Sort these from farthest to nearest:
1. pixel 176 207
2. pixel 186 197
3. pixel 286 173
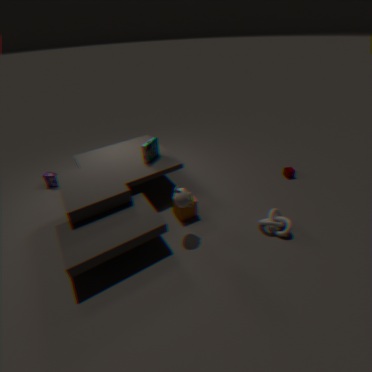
pixel 286 173
pixel 176 207
pixel 186 197
